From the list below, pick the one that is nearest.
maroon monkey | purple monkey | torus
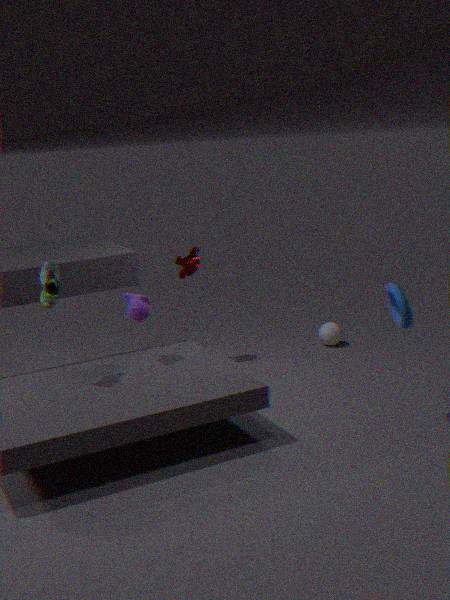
torus
